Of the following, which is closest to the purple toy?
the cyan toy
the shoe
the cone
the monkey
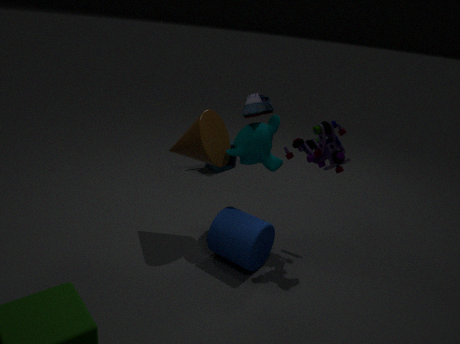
the monkey
